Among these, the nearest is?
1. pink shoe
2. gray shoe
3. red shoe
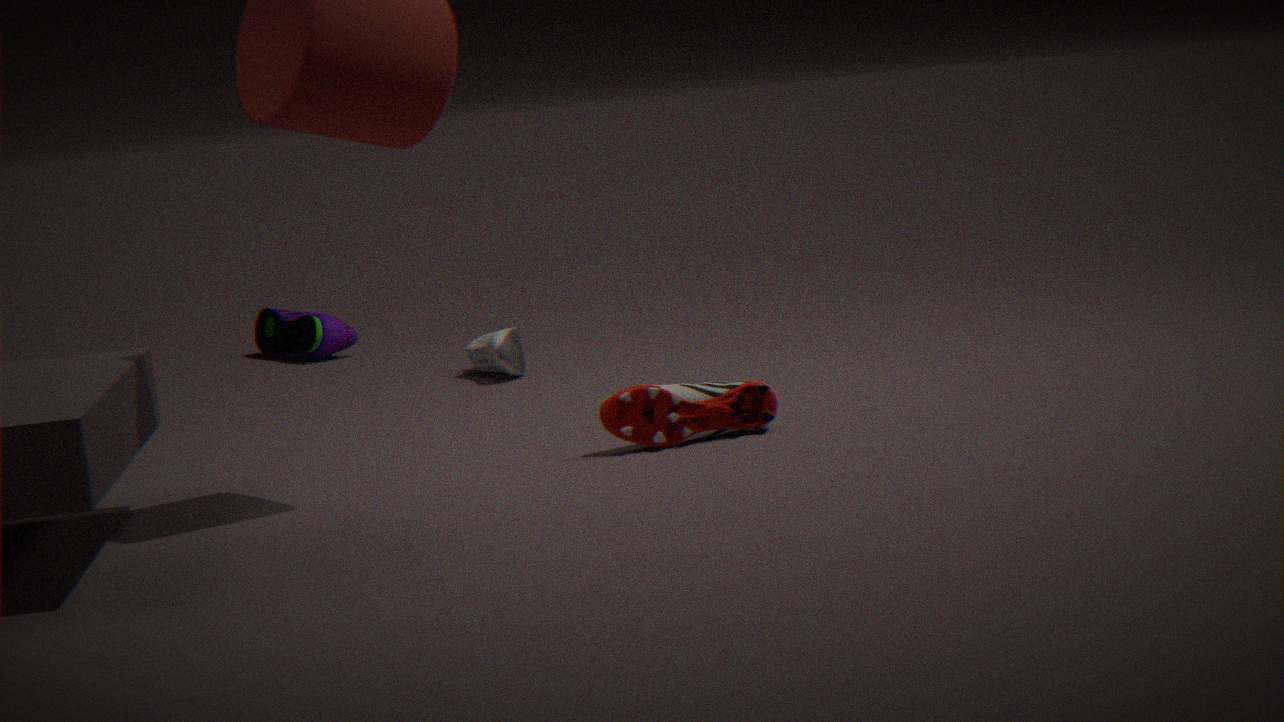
red shoe
